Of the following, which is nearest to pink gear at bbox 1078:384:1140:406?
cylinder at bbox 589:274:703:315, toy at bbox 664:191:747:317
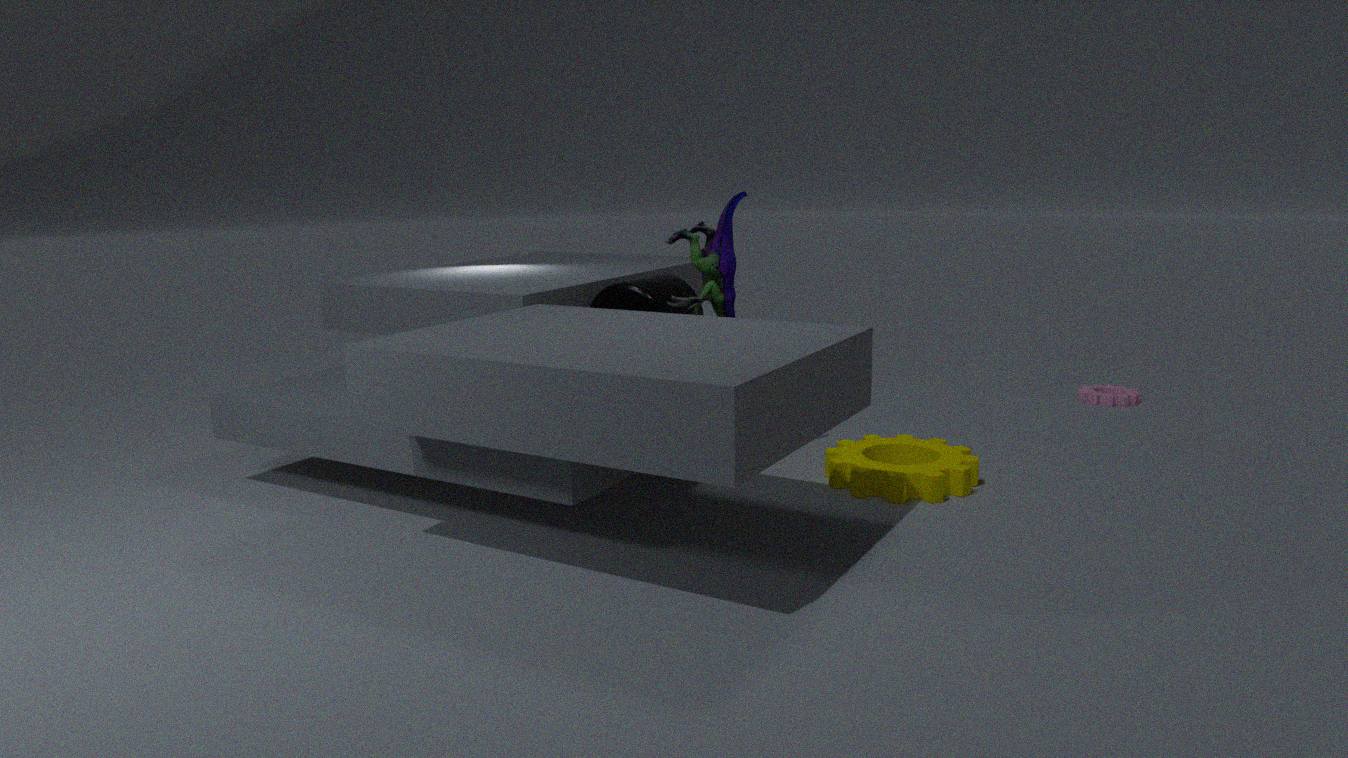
cylinder at bbox 589:274:703:315
